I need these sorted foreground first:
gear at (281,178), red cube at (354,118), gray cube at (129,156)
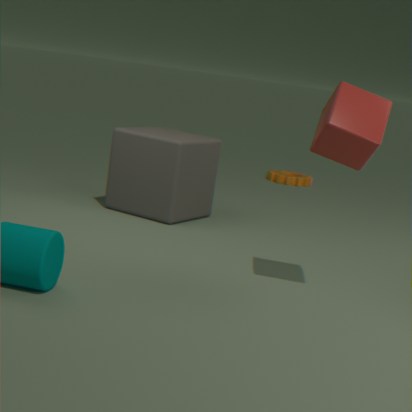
red cube at (354,118) < gray cube at (129,156) < gear at (281,178)
